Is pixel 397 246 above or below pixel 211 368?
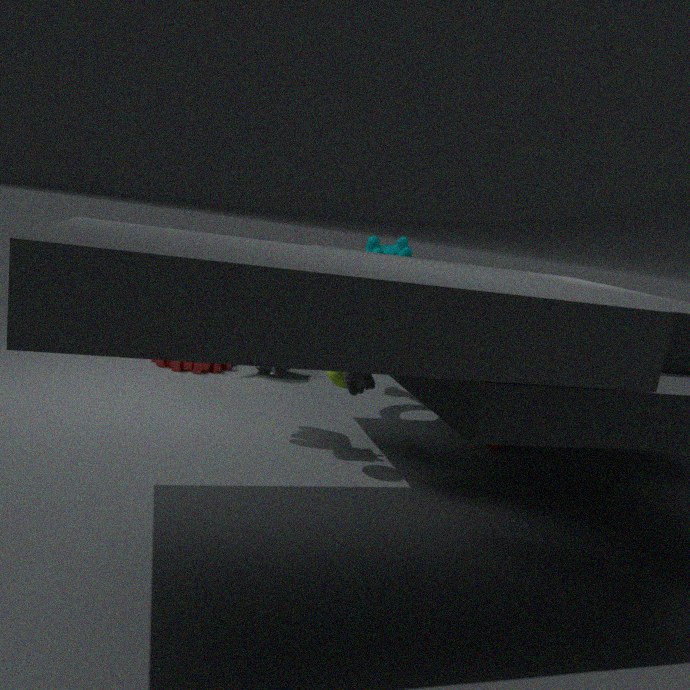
above
